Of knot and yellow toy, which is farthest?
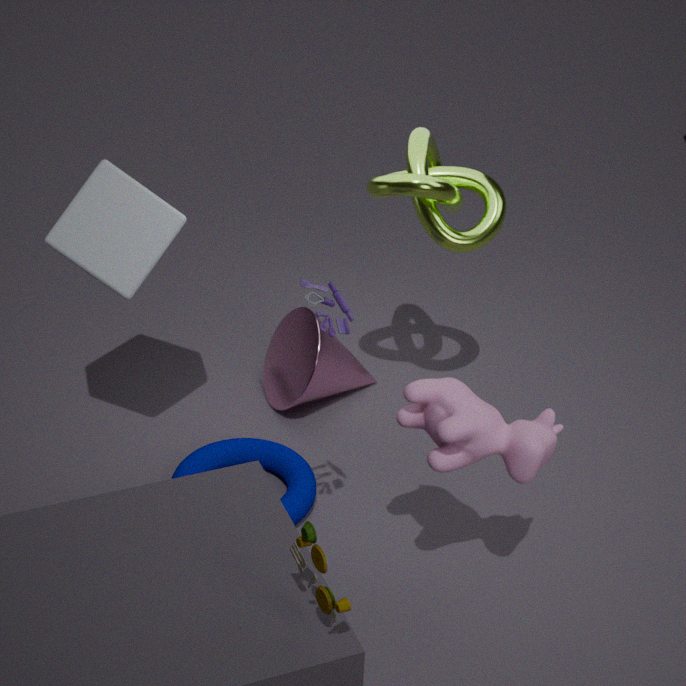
knot
